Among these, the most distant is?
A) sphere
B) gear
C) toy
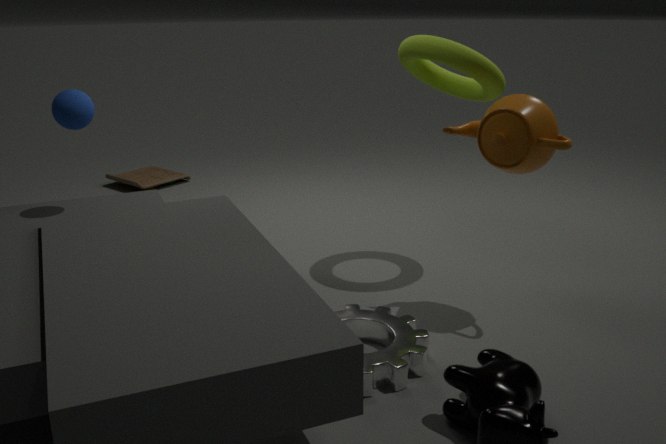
toy
